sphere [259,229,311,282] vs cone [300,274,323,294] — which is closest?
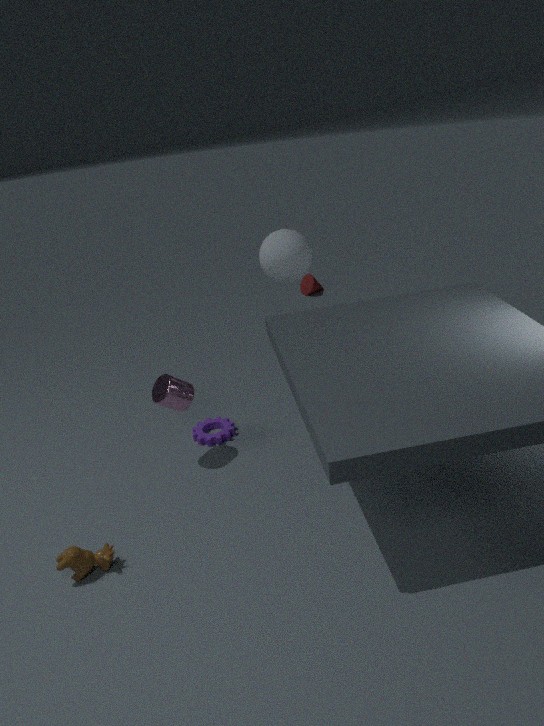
sphere [259,229,311,282]
